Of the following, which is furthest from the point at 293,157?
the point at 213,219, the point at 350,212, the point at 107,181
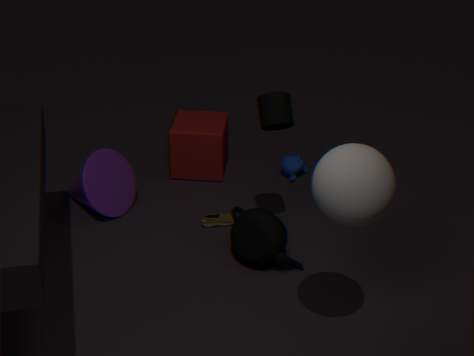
the point at 350,212
